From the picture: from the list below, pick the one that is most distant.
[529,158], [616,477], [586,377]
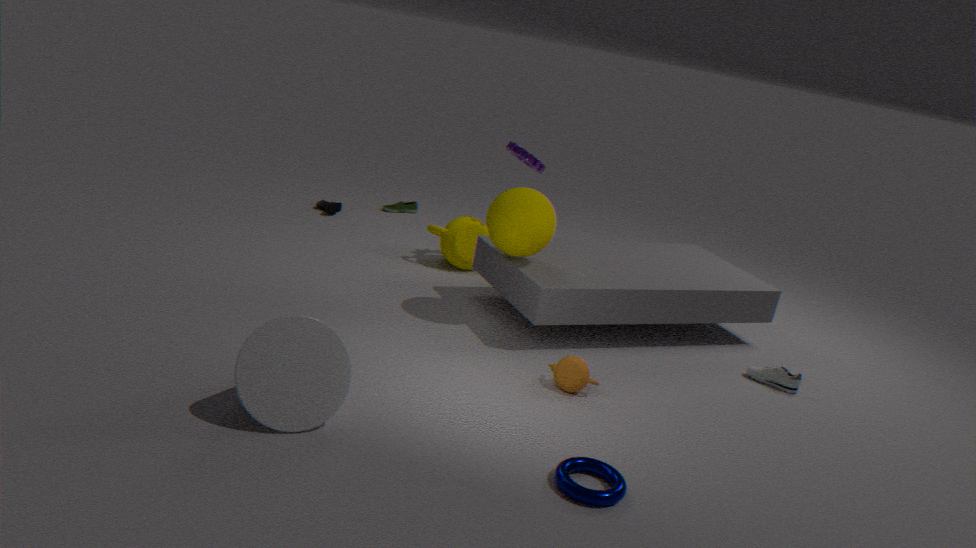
[529,158]
